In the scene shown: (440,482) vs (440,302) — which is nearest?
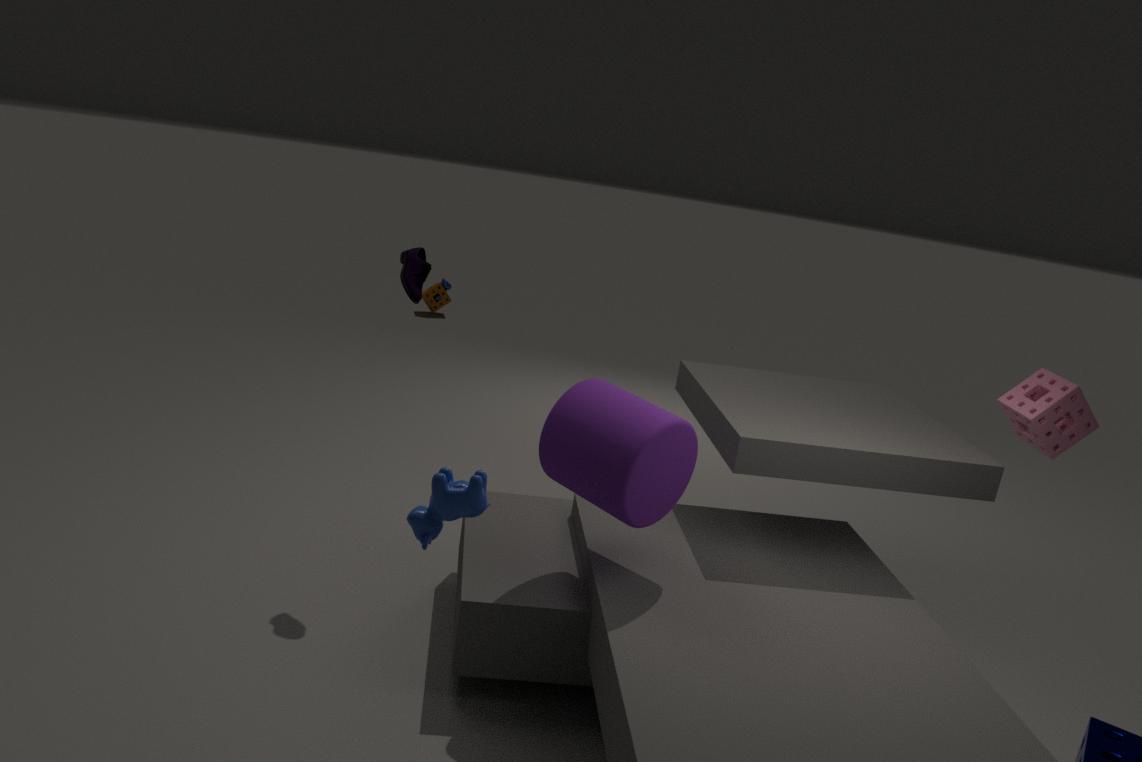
(440,482)
